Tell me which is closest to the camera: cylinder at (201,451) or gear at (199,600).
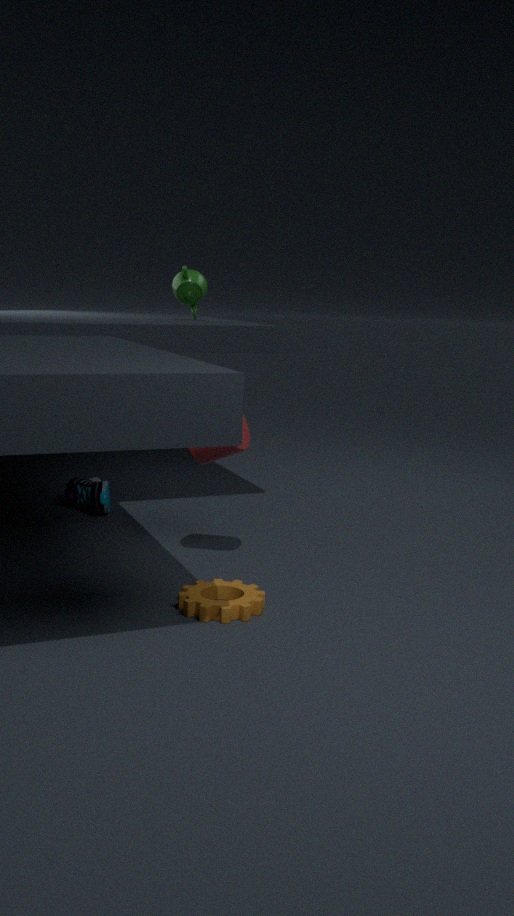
gear at (199,600)
